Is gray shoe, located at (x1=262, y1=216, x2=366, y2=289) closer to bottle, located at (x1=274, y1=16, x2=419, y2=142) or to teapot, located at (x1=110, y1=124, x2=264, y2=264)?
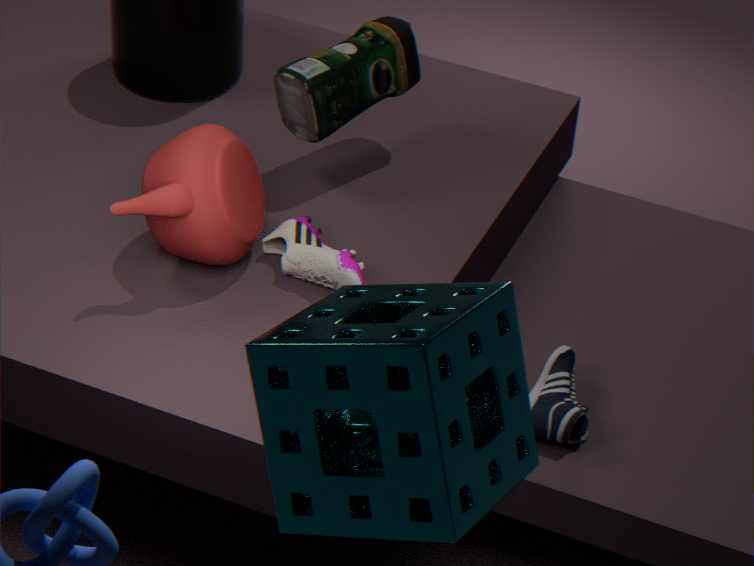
teapot, located at (x1=110, y1=124, x2=264, y2=264)
